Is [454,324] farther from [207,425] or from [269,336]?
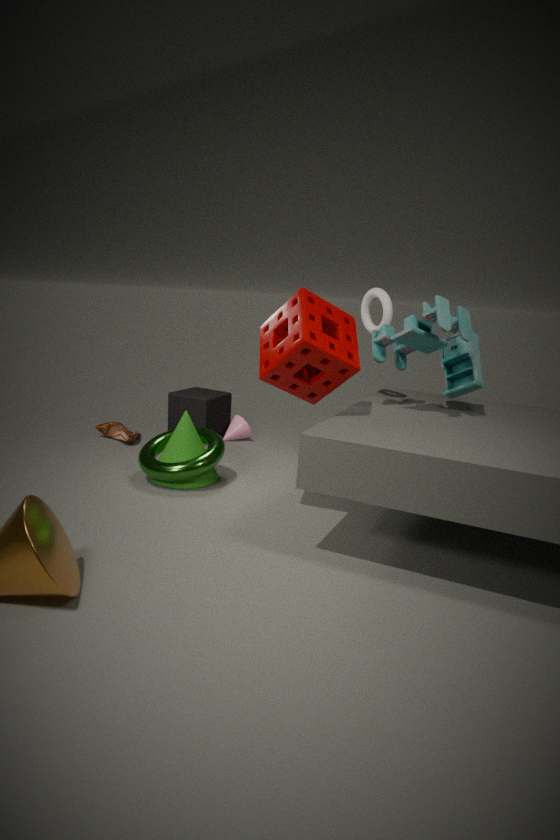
[207,425]
